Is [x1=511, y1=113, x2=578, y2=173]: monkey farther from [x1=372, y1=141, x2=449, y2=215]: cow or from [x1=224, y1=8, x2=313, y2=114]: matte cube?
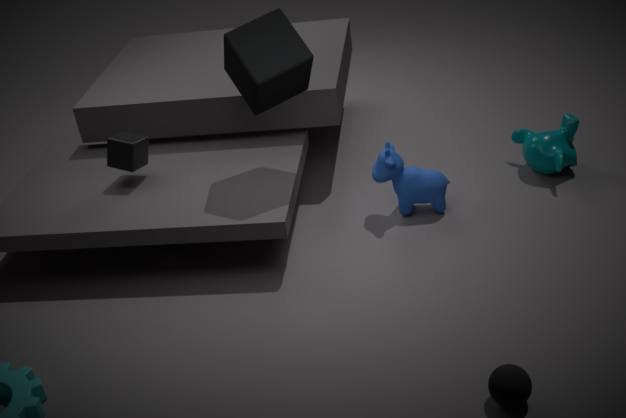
[x1=224, y1=8, x2=313, y2=114]: matte cube
